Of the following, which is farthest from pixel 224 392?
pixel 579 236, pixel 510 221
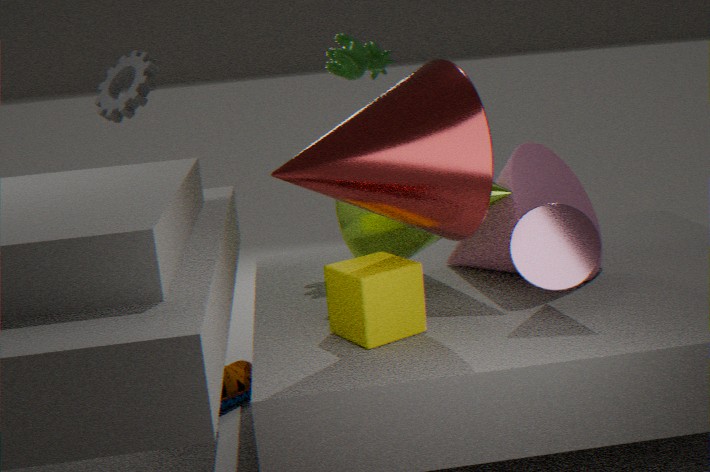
pixel 579 236
